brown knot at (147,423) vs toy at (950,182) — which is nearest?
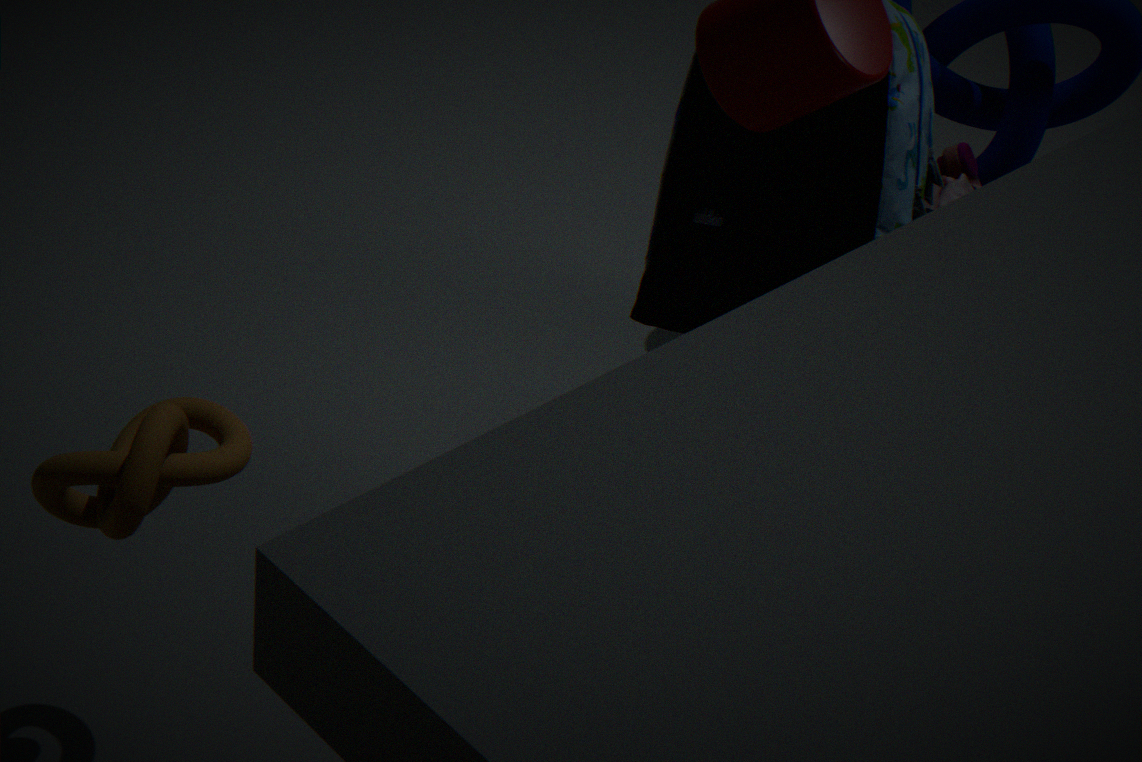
brown knot at (147,423)
